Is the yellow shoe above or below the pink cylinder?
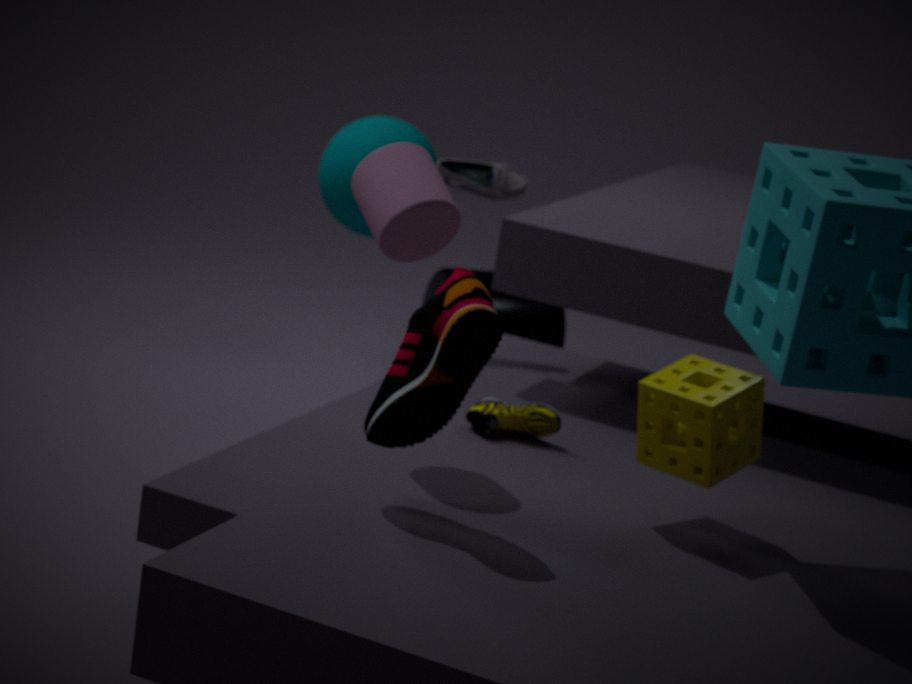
below
